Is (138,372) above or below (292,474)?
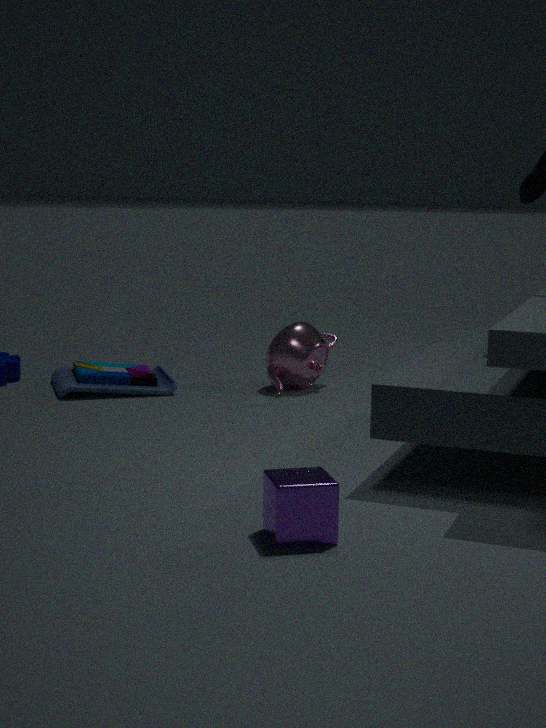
below
